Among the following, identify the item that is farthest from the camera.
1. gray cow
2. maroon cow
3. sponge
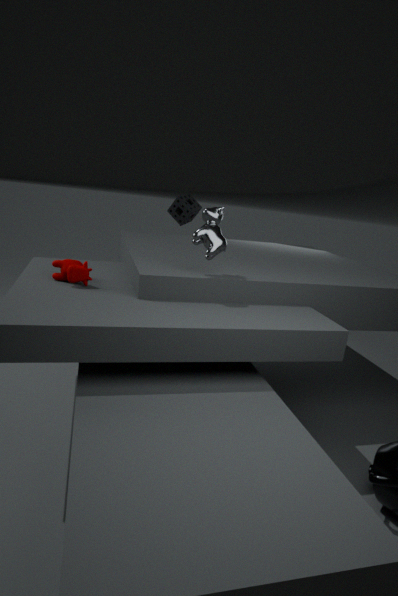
sponge
